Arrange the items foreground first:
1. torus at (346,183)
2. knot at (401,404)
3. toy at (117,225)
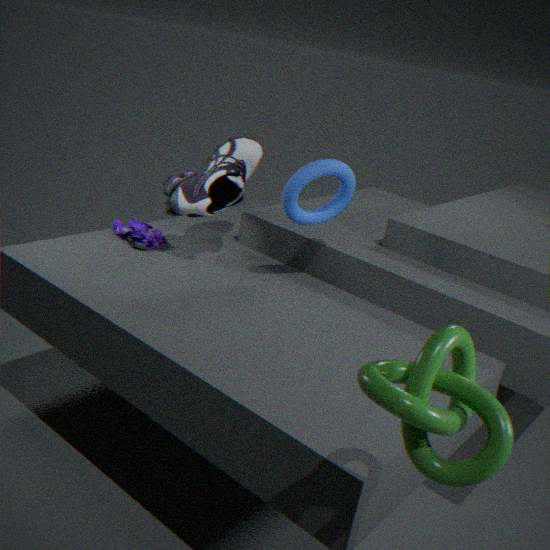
1. knot at (401,404)
2. torus at (346,183)
3. toy at (117,225)
